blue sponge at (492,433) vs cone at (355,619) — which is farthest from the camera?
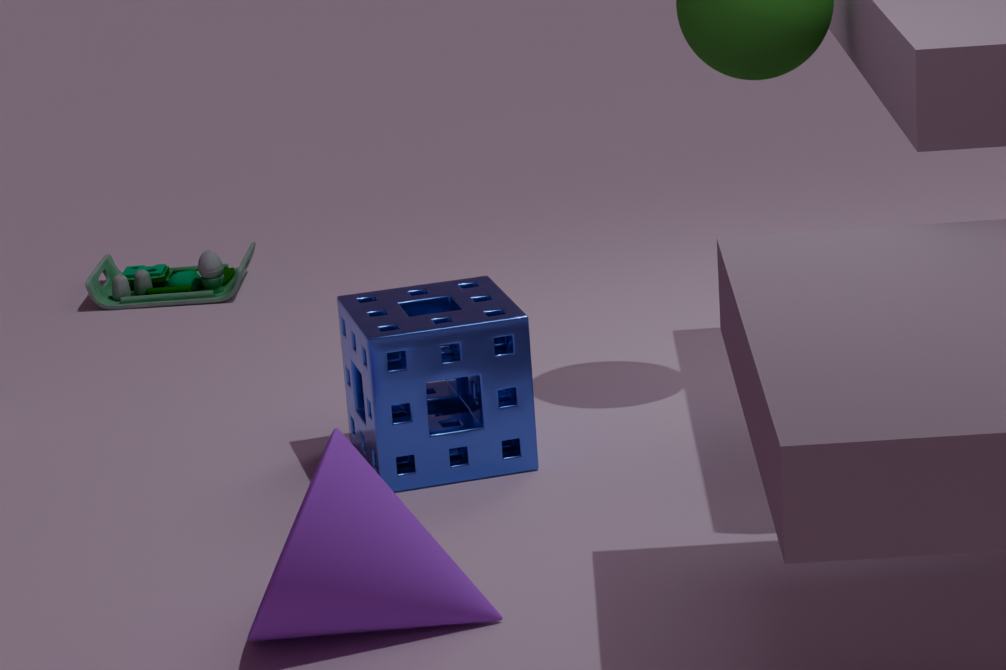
blue sponge at (492,433)
